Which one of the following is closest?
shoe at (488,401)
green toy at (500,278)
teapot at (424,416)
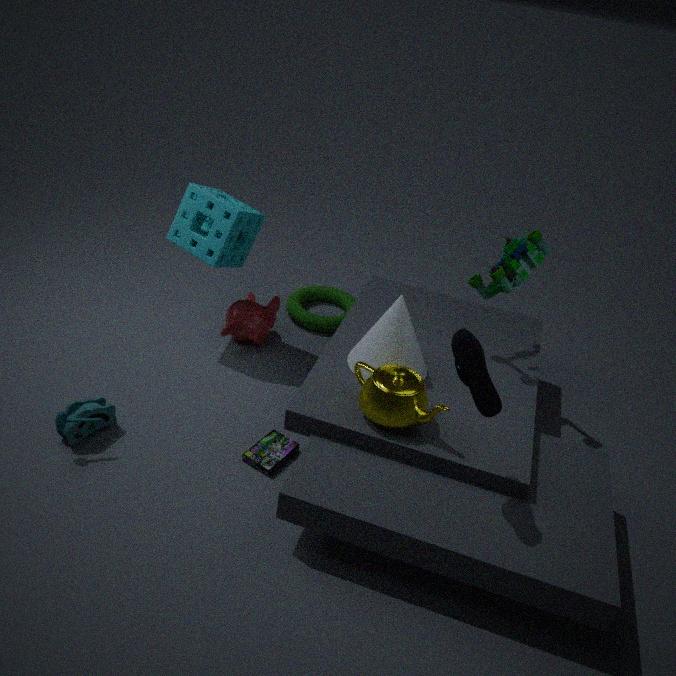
shoe at (488,401)
